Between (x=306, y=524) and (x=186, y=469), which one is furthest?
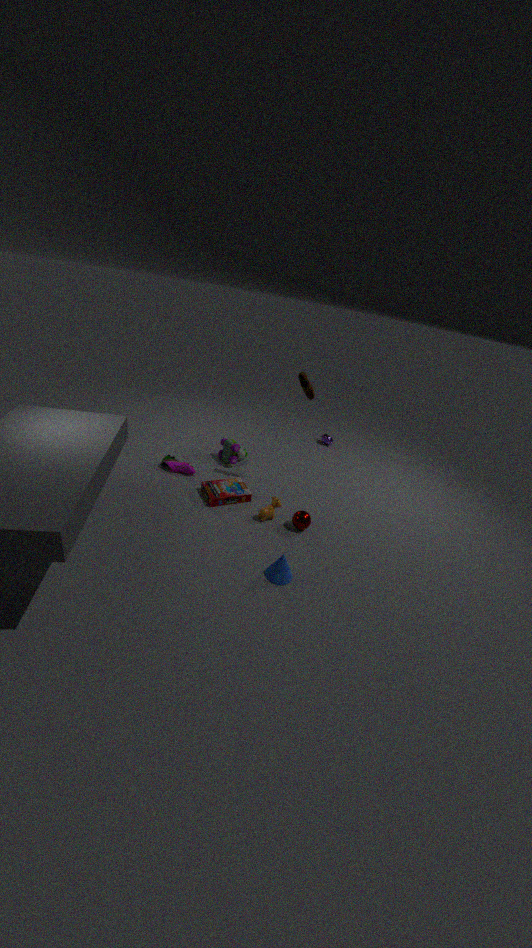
(x=186, y=469)
